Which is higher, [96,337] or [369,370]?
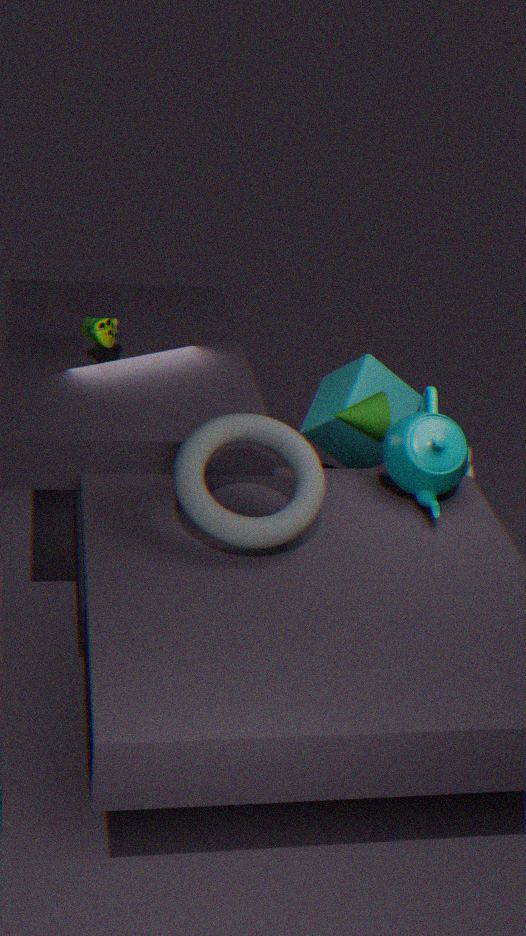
[96,337]
